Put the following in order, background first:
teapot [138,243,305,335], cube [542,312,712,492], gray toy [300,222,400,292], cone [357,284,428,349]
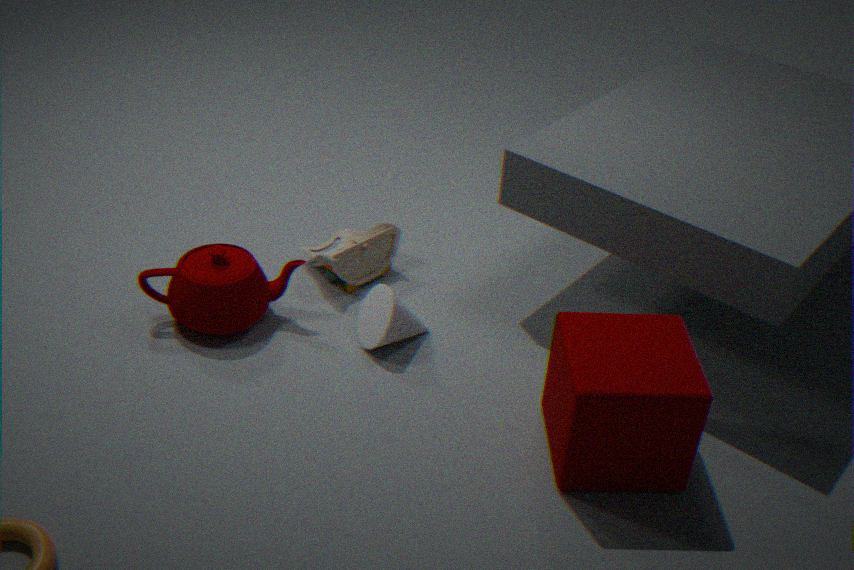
gray toy [300,222,400,292] → cone [357,284,428,349] → teapot [138,243,305,335] → cube [542,312,712,492]
